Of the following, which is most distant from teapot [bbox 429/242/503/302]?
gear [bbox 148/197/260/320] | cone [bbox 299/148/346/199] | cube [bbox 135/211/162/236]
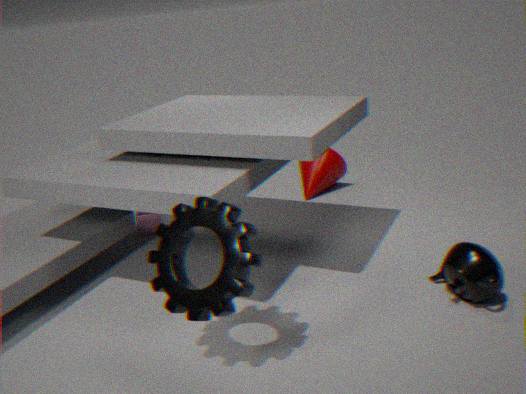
cube [bbox 135/211/162/236]
